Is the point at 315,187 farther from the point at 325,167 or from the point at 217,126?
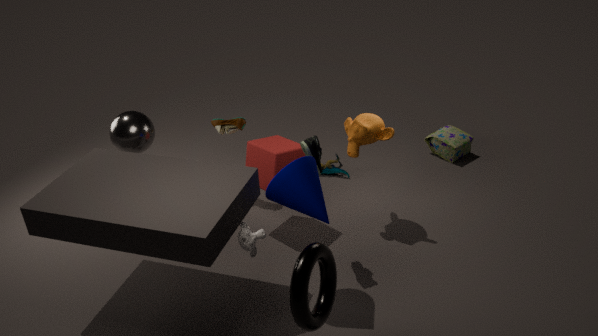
the point at 325,167
